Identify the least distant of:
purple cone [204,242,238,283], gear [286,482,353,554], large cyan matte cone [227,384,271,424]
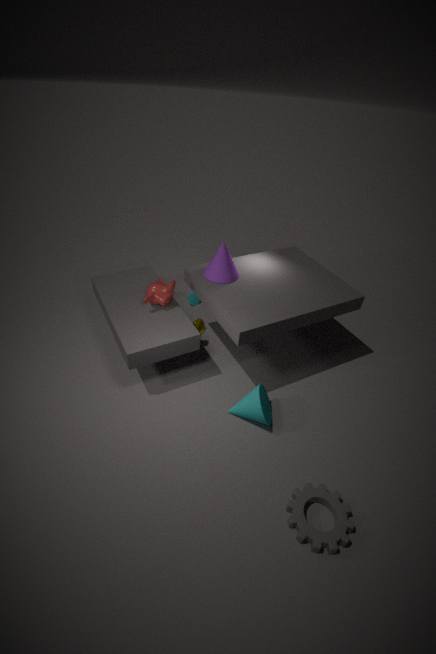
gear [286,482,353,554]
